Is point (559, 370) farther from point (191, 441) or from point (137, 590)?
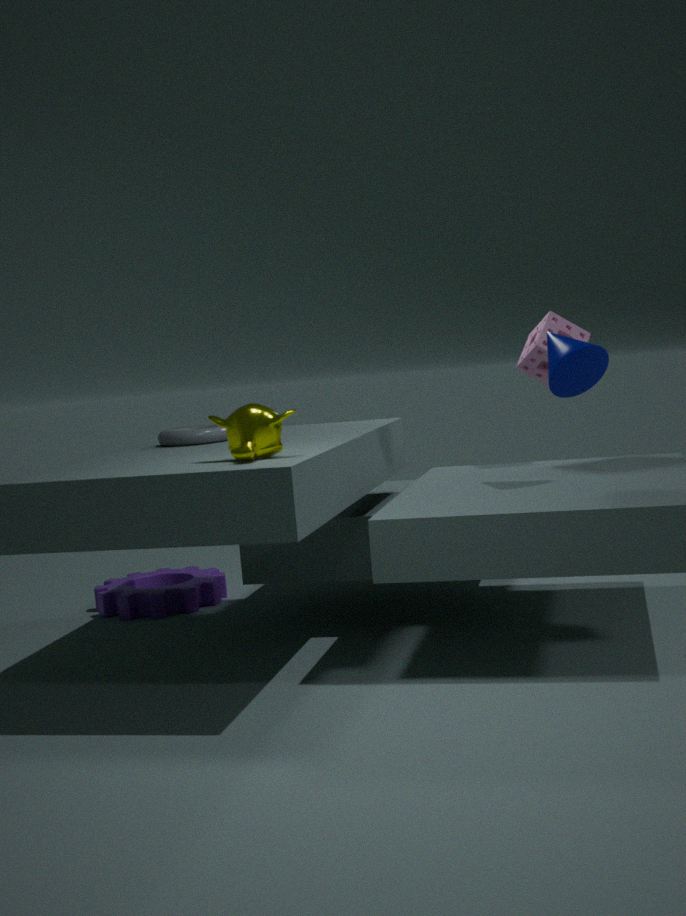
point (137, 590)
